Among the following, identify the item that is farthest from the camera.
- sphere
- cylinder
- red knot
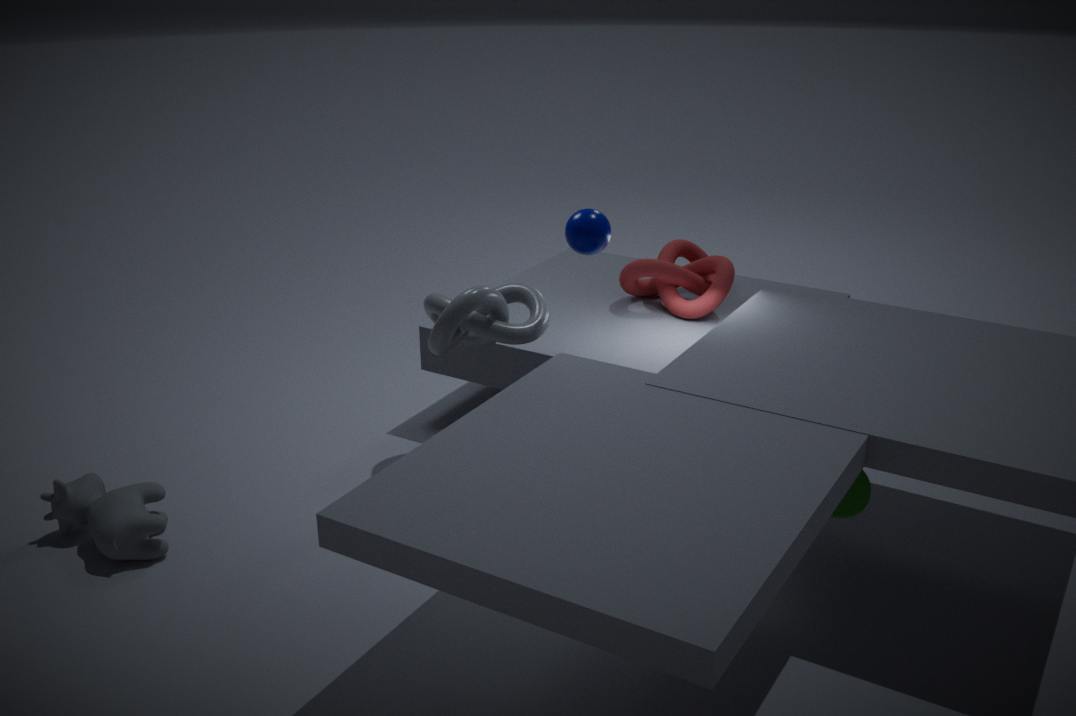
red knot
